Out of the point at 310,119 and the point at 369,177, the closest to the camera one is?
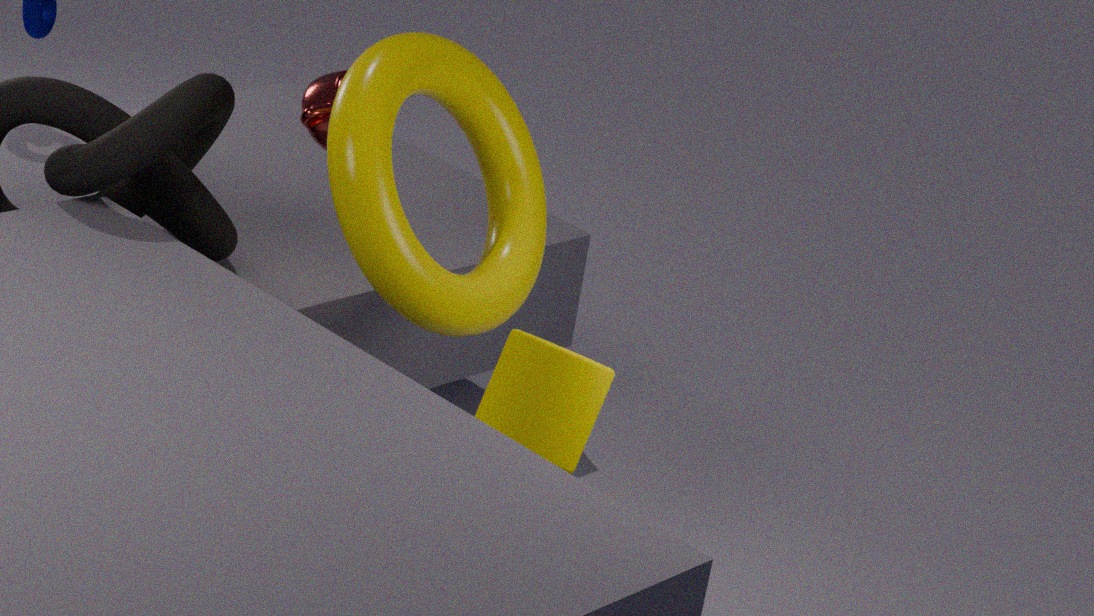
the point at 369,177
